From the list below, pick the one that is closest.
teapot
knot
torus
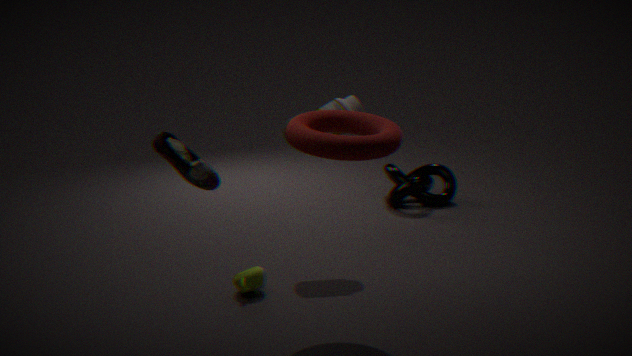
torus
